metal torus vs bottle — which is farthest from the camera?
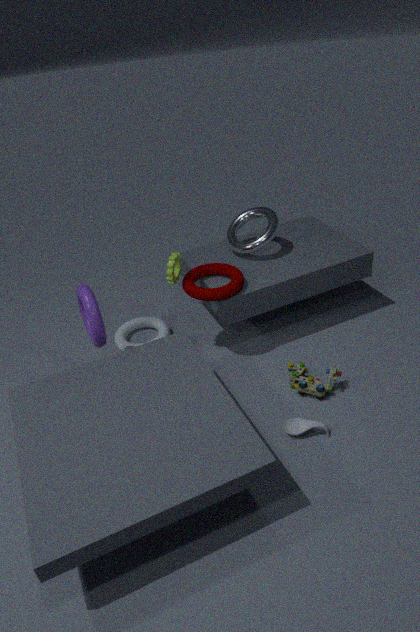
metal torus
